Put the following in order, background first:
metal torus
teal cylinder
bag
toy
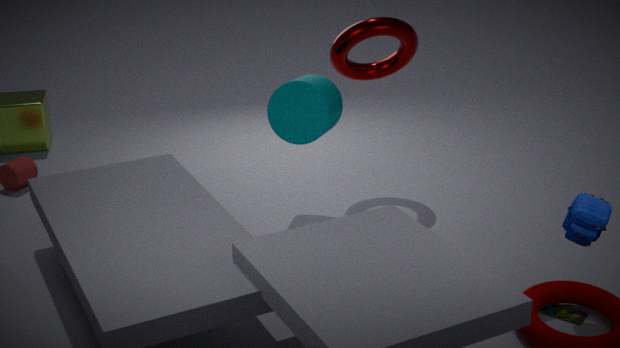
metal torus < teal cylinder < toy < bag
